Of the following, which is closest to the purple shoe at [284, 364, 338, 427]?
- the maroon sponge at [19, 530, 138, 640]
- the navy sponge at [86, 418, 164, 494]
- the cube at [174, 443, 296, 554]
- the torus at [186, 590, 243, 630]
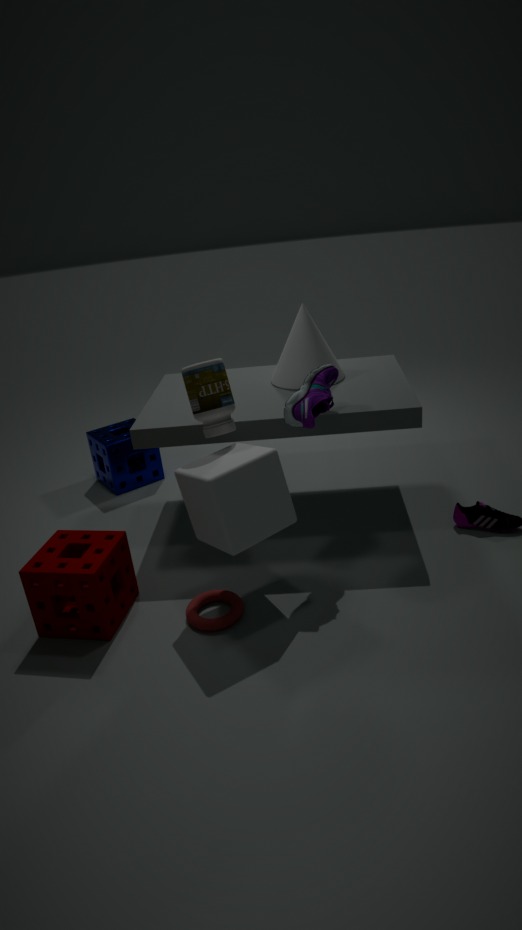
the cube at [174, 443, 296, 554]
